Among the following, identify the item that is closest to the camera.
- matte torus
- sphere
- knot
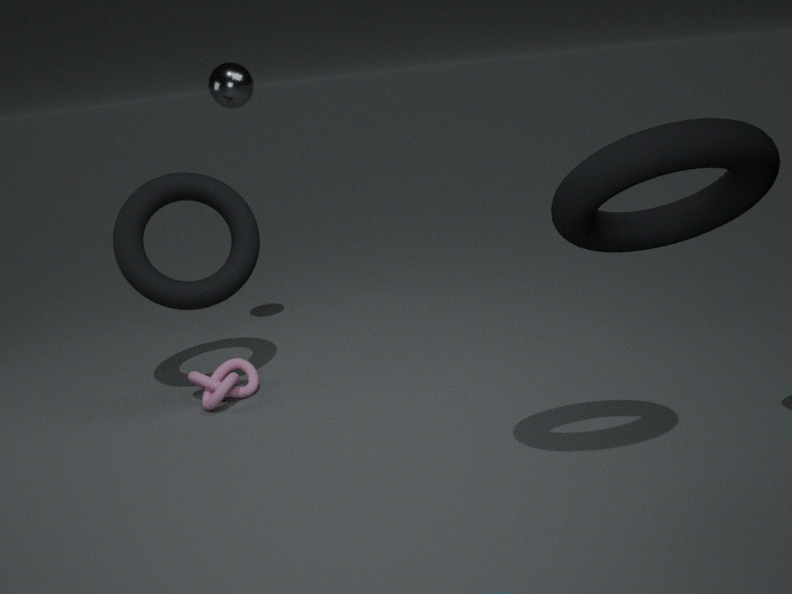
matte torus
